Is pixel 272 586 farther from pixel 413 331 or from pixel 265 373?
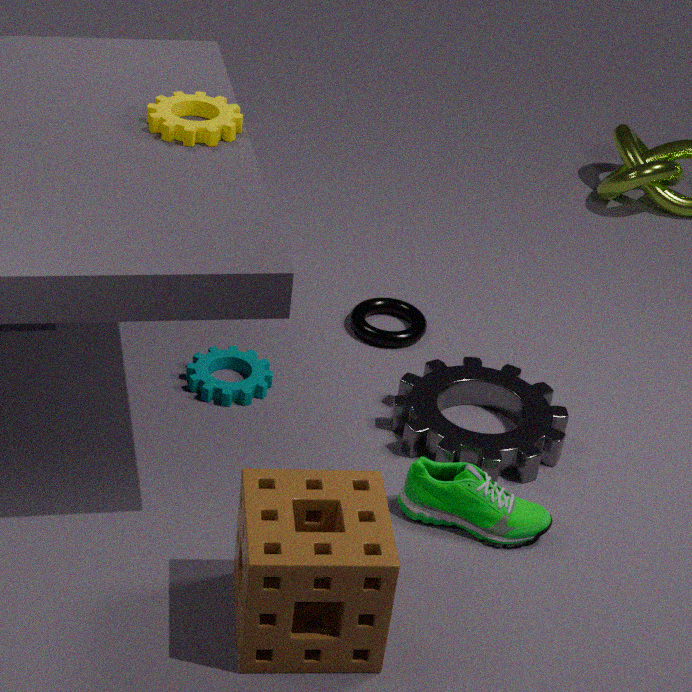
pixel 413 331
